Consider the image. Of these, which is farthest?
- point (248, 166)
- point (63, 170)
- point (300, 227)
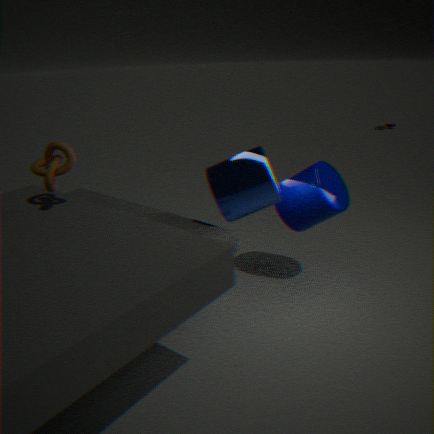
point (300, 227)
